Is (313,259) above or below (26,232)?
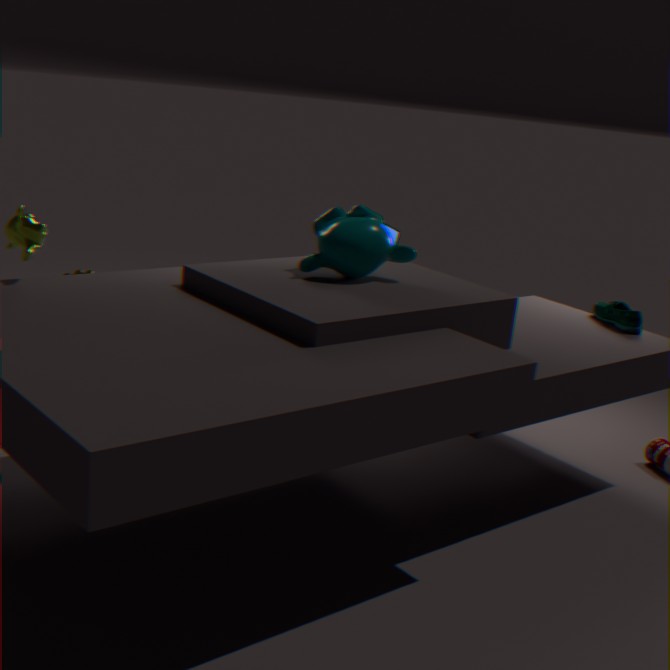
above
